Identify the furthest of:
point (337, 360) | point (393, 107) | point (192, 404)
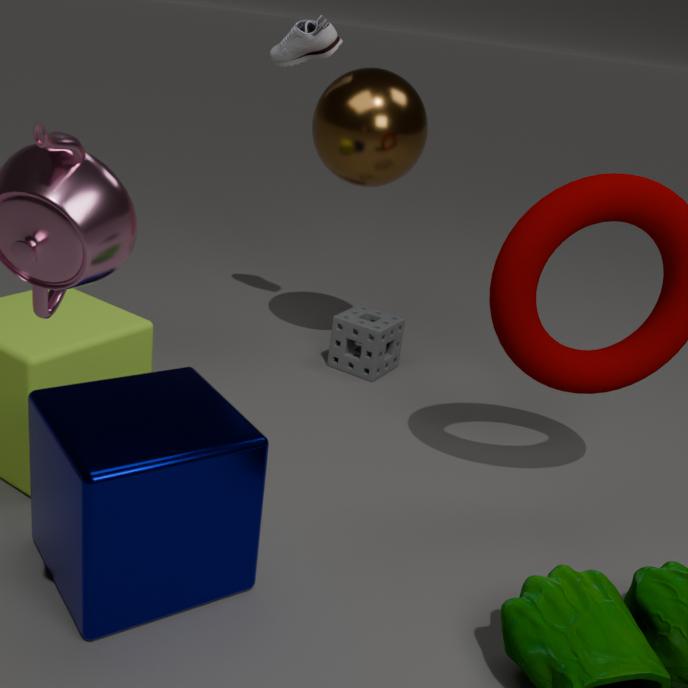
point (337, 360)
